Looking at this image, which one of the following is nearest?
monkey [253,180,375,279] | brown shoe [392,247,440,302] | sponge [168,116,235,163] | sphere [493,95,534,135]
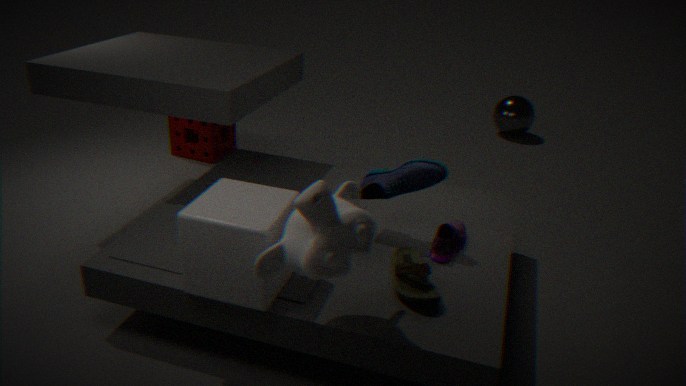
monkey [253,180,375,279]
